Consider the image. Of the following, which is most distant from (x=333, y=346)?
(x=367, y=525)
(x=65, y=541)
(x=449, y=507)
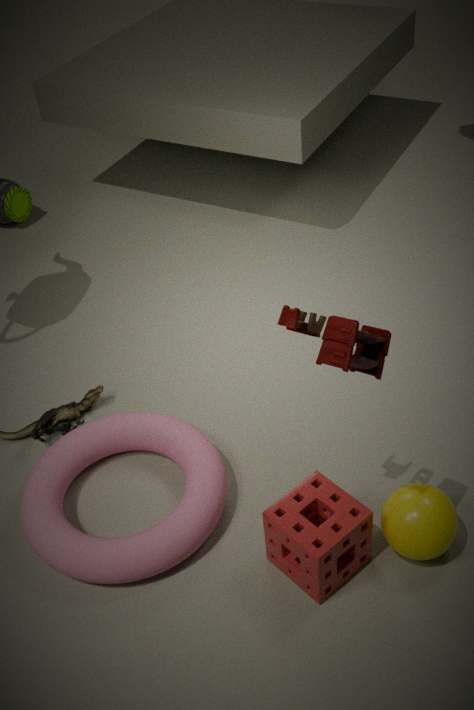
(x=65, y=541)
